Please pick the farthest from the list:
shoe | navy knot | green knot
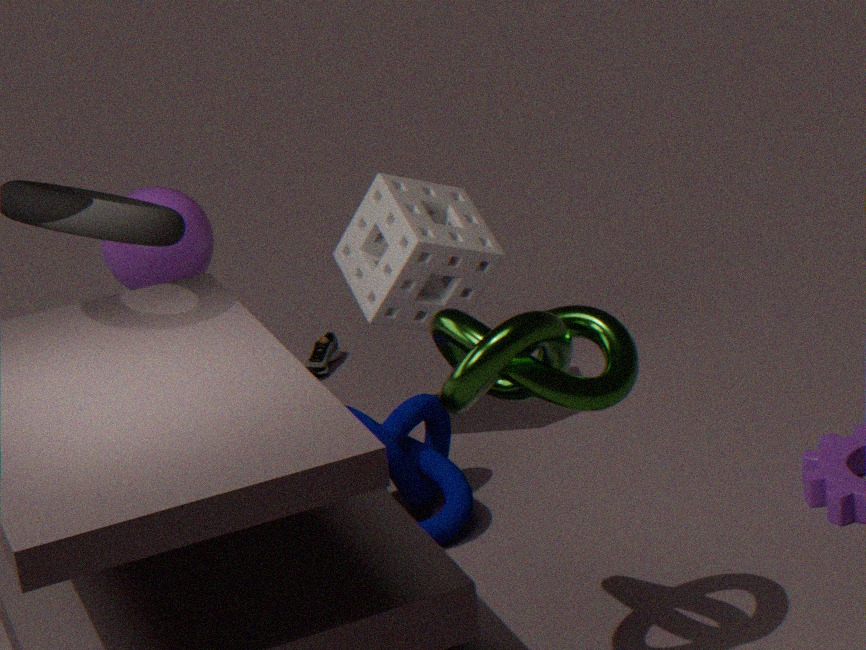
Result: shoe
